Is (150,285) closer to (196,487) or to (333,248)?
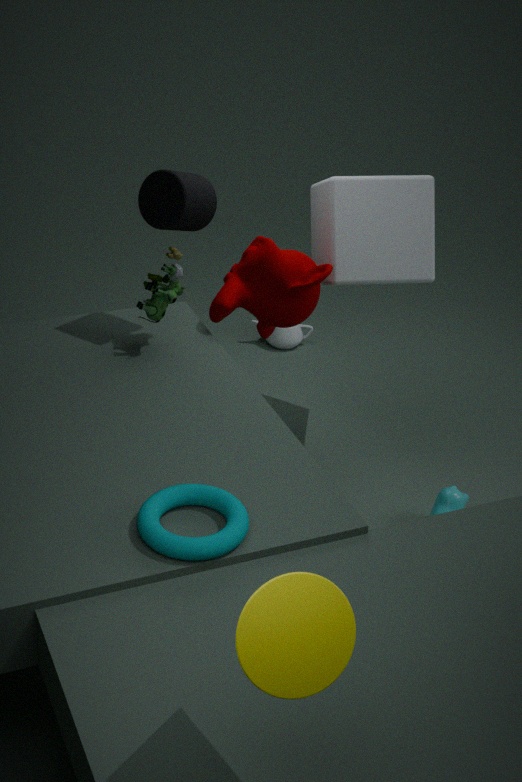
(333,248)
